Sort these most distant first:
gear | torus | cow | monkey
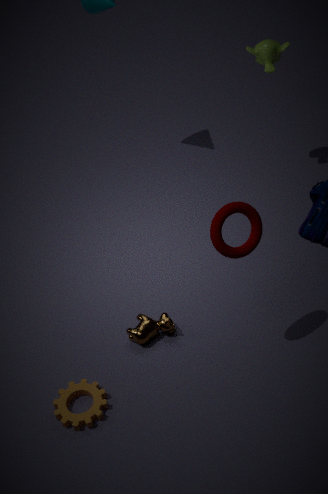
1. monkey
2. cow
3. gear
4. torus
